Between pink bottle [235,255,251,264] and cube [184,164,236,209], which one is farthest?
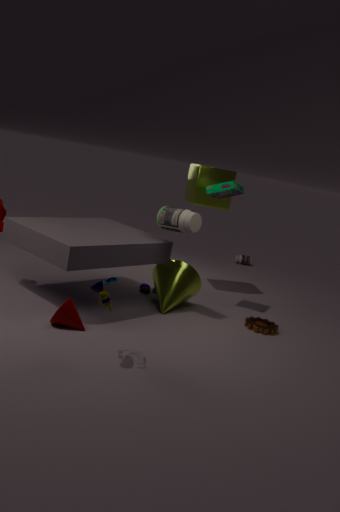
pink bottle [235,255,251,264]
